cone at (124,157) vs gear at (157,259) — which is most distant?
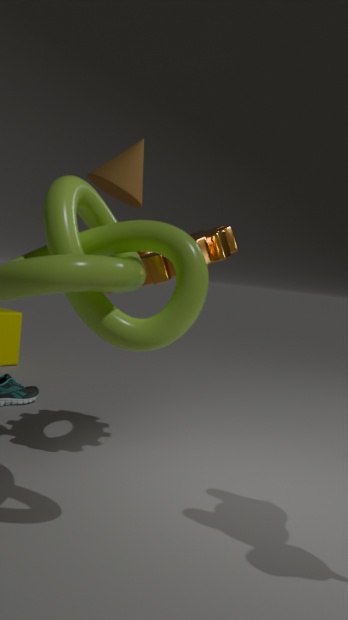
gear at (157,259)
